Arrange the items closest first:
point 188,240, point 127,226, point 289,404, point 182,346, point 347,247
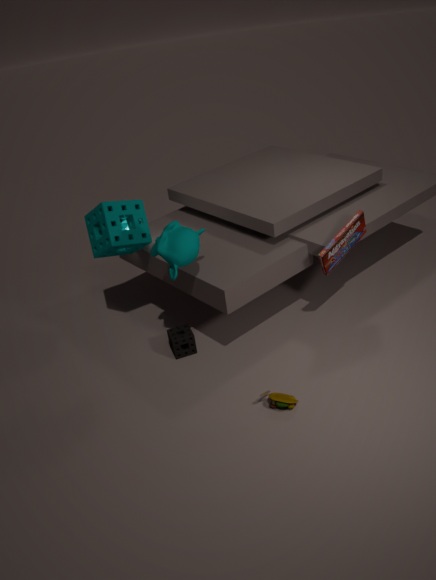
1. point 289,404
2. point 188,240
3. point 347,247
4. point 182,346
5. point 127,226
